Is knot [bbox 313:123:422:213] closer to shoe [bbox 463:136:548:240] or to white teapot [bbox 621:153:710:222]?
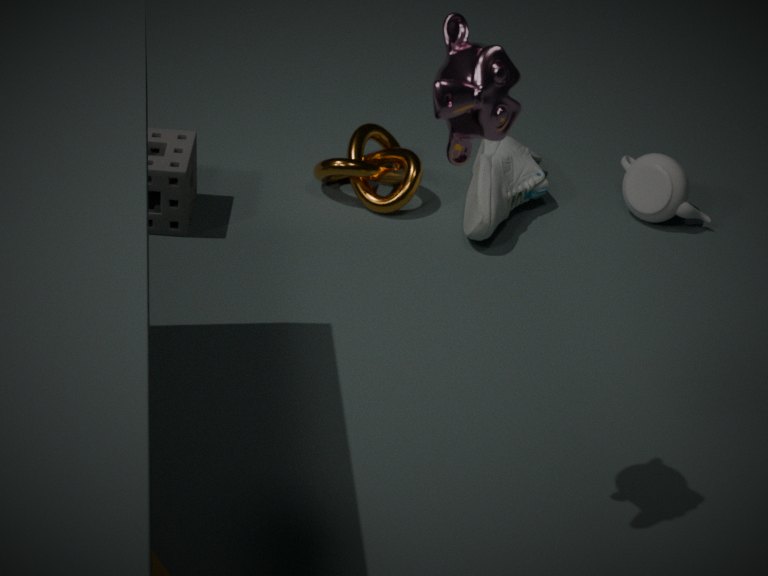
shoe [bbox 463:136:548:240]
